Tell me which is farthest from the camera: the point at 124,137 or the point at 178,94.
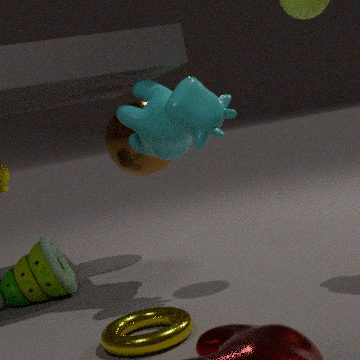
the point at 124,137
